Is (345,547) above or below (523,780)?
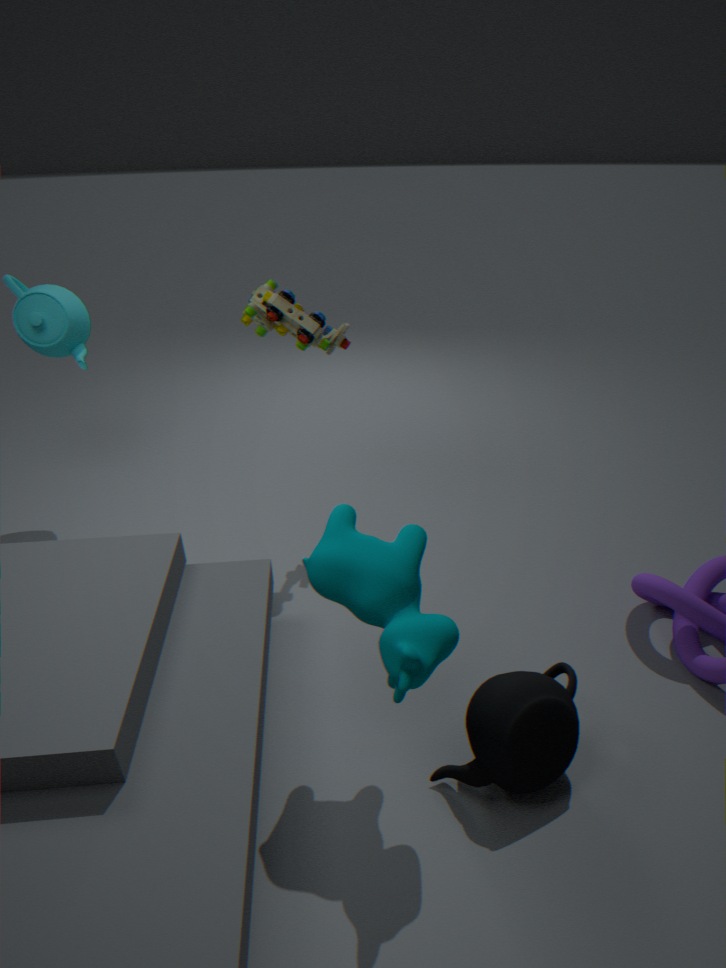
above
